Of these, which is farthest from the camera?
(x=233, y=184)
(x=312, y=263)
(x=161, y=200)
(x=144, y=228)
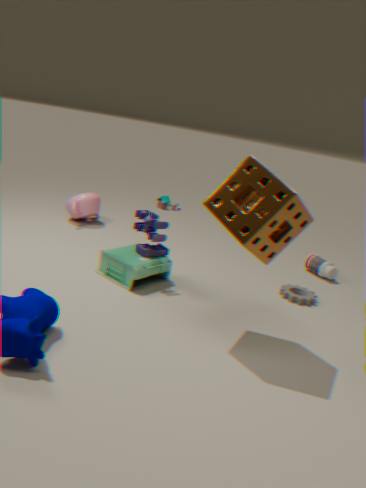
(x=161, y=200)
